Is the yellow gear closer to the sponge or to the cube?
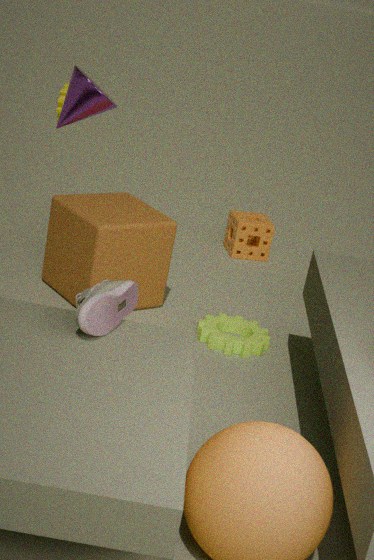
the sponge
